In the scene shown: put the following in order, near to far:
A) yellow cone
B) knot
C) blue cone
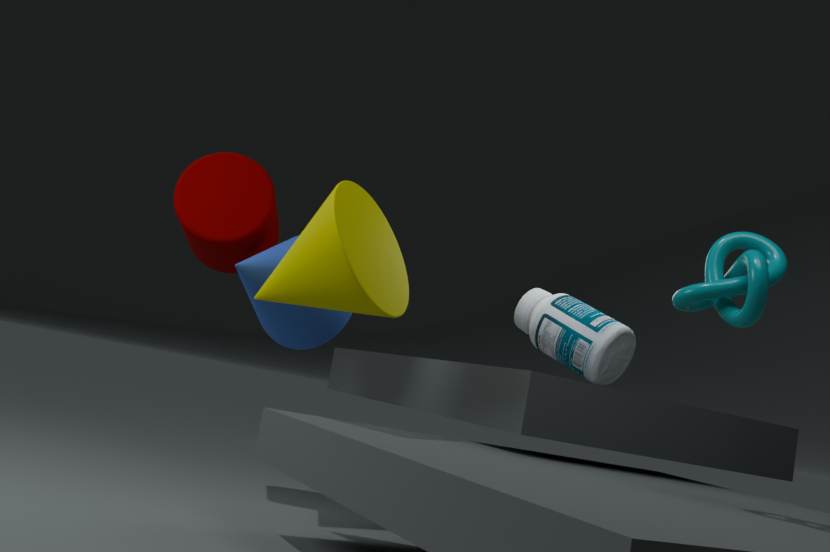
knot → yellow cone → blue cone
